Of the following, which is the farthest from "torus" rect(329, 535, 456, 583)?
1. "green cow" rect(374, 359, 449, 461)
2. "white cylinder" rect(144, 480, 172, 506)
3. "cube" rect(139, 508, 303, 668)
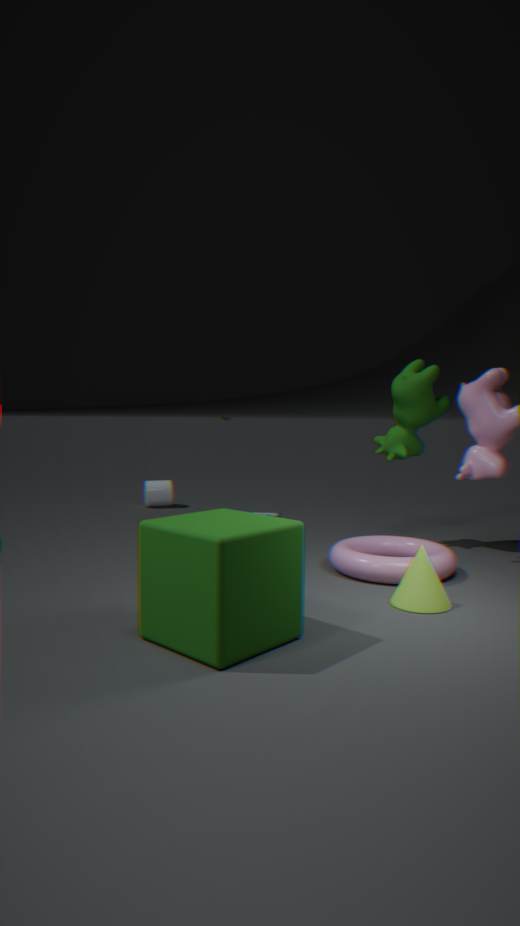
"white cylinder" rect(144, 480, 172, 506)
